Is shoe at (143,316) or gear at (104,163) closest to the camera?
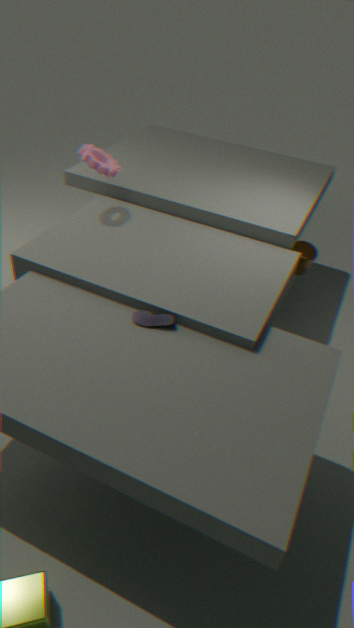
shoe at (143,316)
